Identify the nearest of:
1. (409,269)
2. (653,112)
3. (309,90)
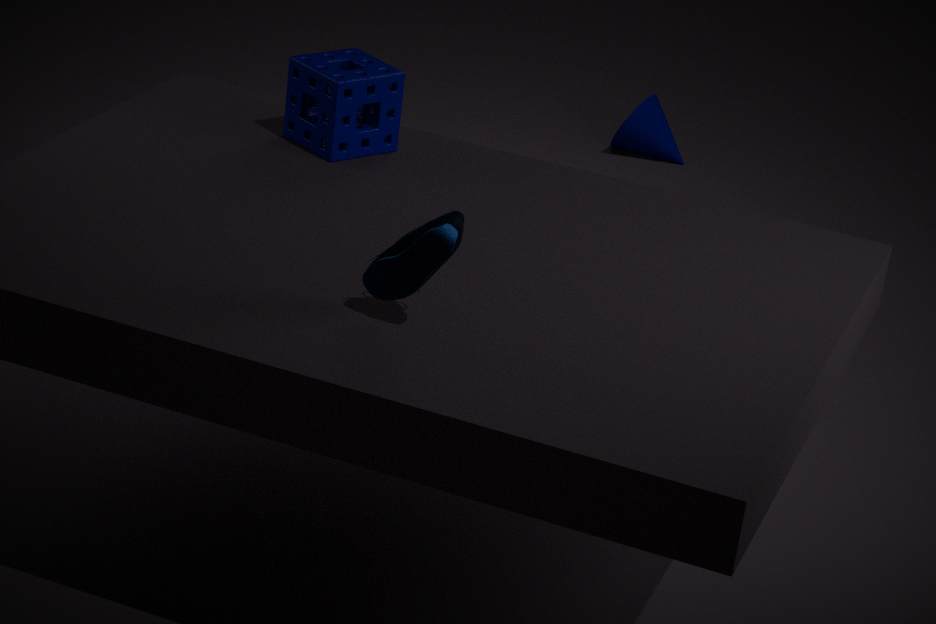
(409,269)
